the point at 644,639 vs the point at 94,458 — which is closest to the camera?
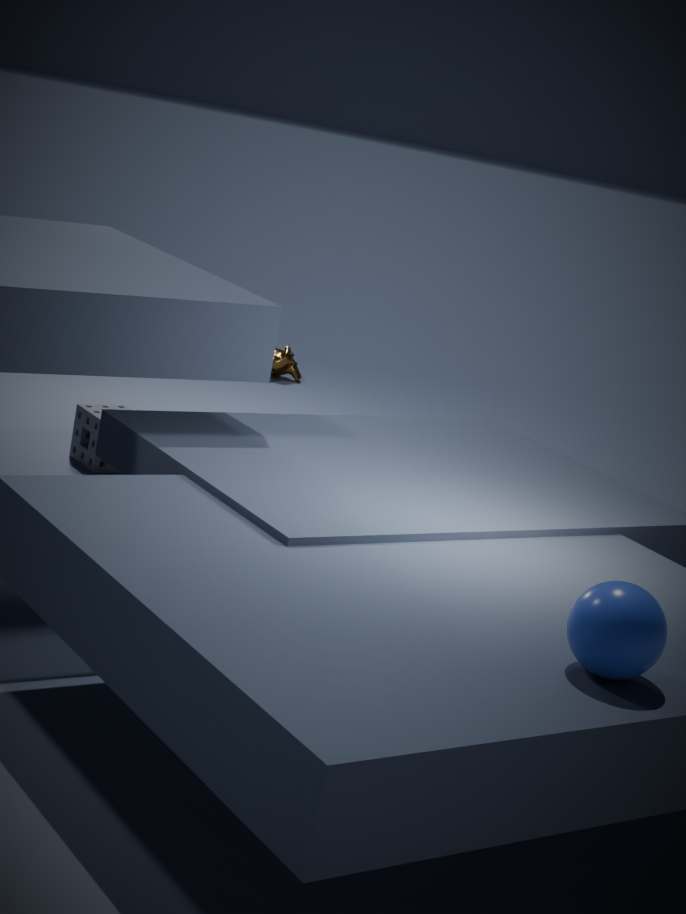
the point at 644,639
